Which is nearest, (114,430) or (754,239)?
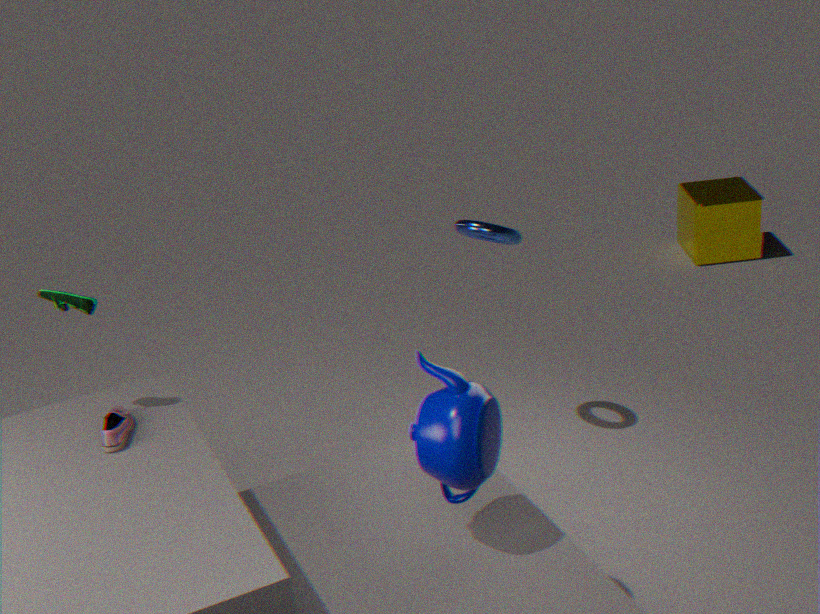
(114,430)
